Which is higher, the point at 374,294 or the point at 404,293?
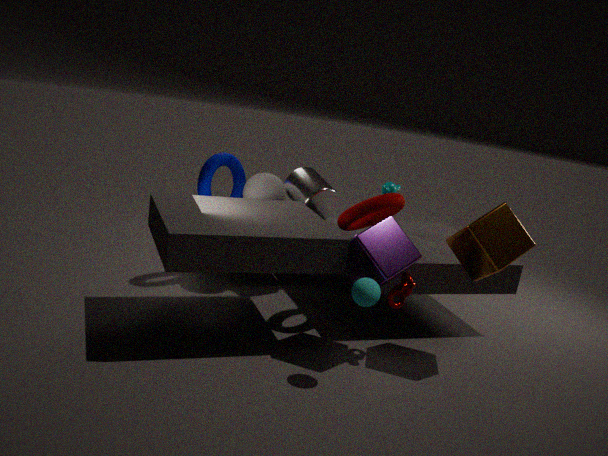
the point at 374,294
